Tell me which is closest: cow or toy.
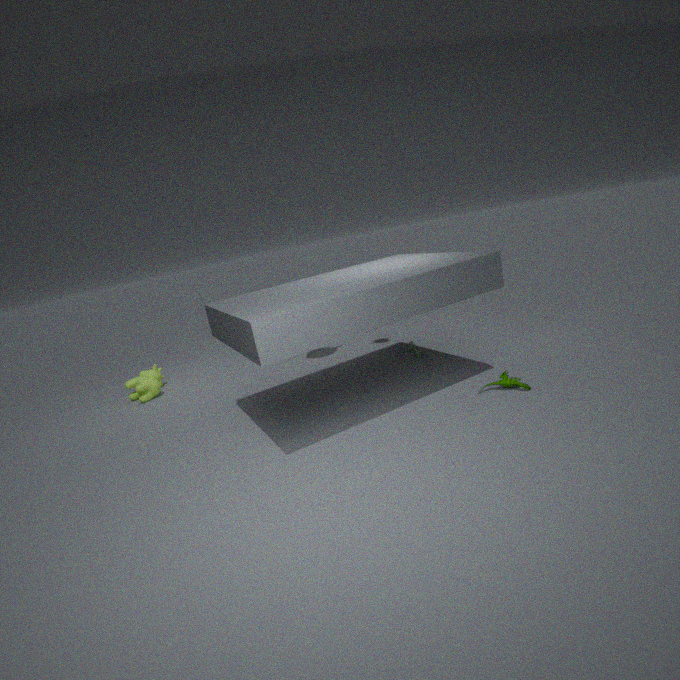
toy
